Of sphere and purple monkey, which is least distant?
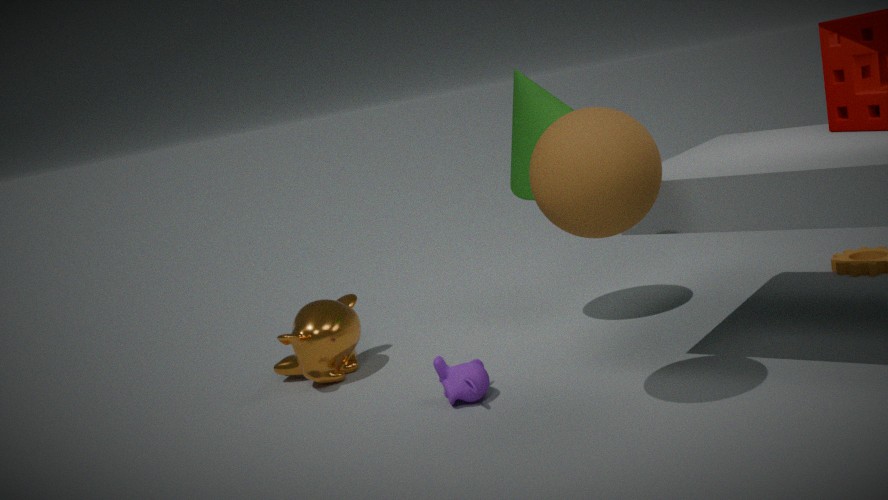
sphere
